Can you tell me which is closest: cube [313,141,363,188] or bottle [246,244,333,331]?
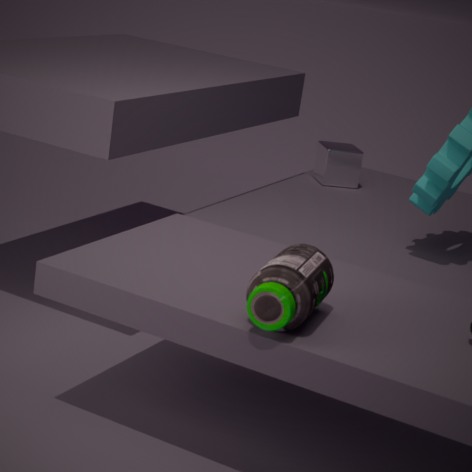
bottle [246,244,333,331]
